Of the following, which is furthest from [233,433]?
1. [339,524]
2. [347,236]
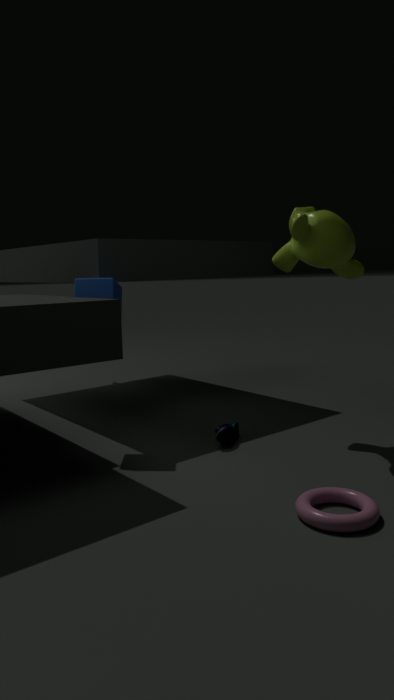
[347,236]
